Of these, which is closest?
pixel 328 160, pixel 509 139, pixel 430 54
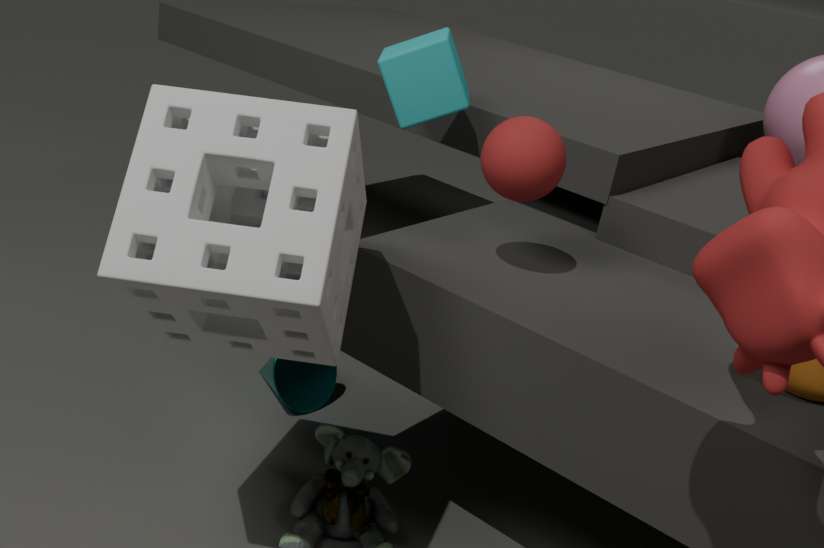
pixel 328 160
